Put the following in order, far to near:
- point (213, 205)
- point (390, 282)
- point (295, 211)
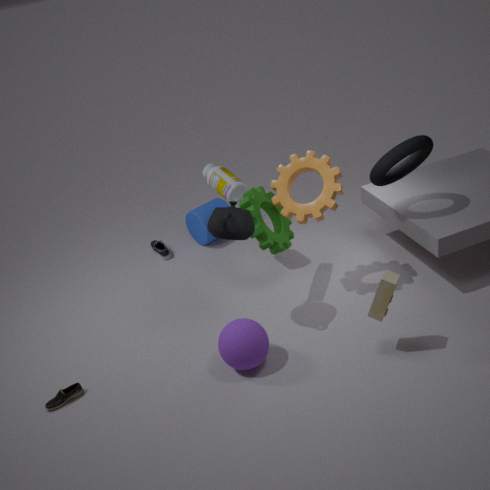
1. point (213, 205)
2. point (295, 211)
3. point (390, 282)
